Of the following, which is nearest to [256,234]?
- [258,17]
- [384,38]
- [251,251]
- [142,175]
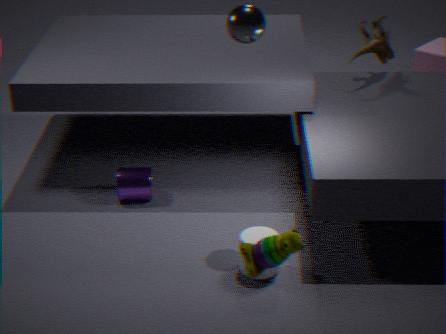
[251,251]
